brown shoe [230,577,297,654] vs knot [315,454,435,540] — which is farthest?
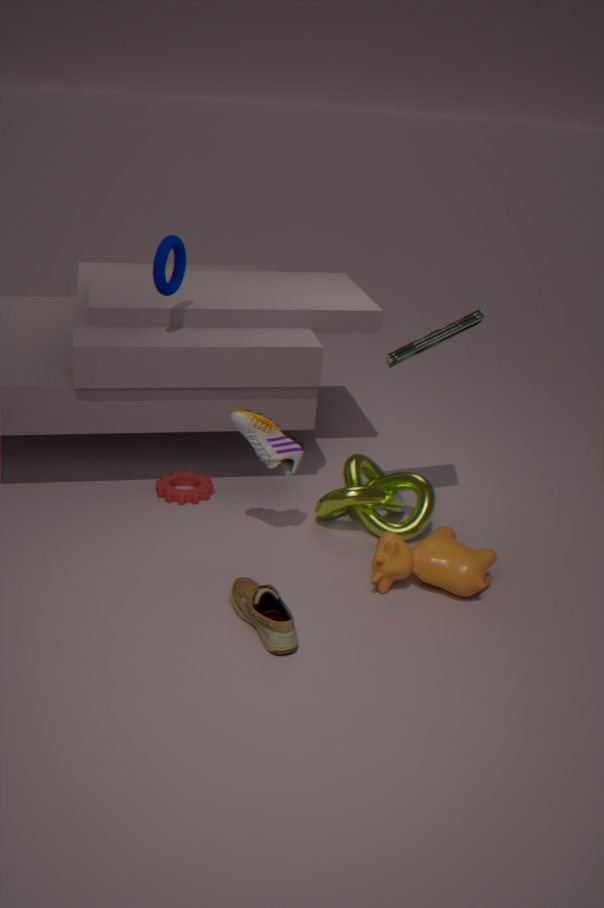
knot [315,454,435,540]
